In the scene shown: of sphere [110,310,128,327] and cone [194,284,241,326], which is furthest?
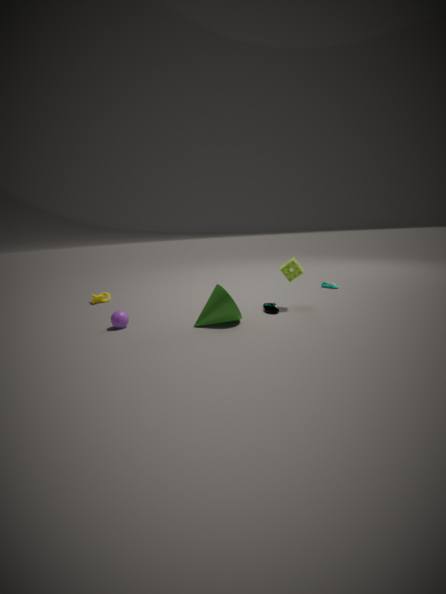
sphere [110,310,128,327]
